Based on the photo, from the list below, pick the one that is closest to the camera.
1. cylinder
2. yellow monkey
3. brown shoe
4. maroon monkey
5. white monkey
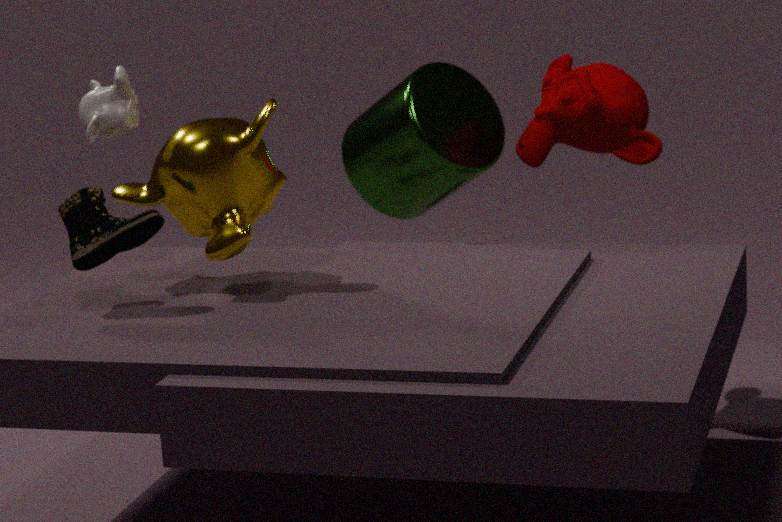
brown shoe
